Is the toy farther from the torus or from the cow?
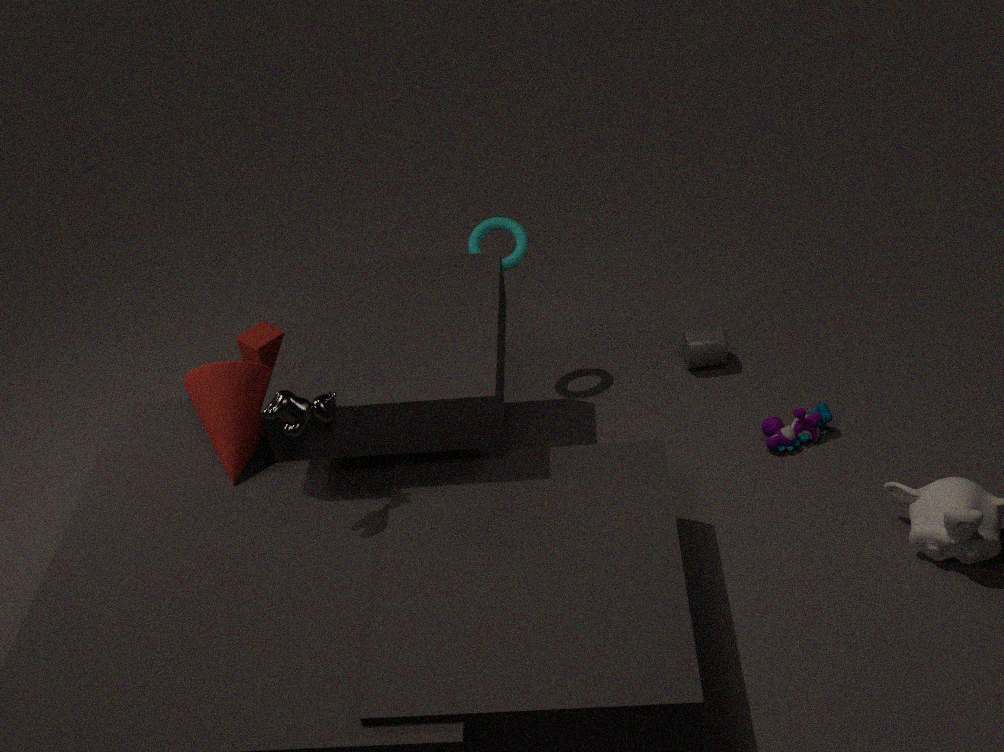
the cow
